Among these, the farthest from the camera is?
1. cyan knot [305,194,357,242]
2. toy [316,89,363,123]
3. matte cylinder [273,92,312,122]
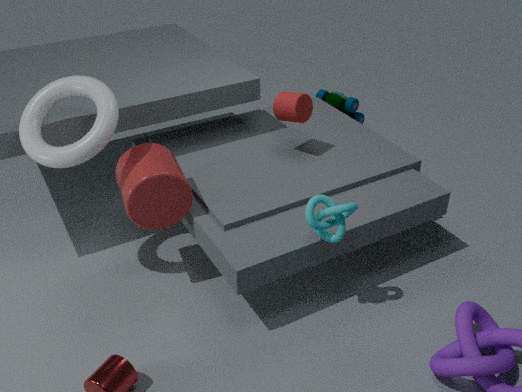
toy [316,89,363,123]
